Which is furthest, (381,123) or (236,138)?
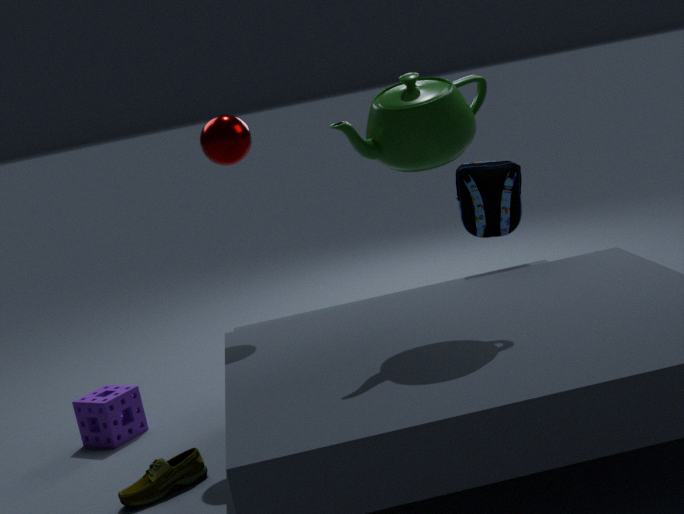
(236,138)
